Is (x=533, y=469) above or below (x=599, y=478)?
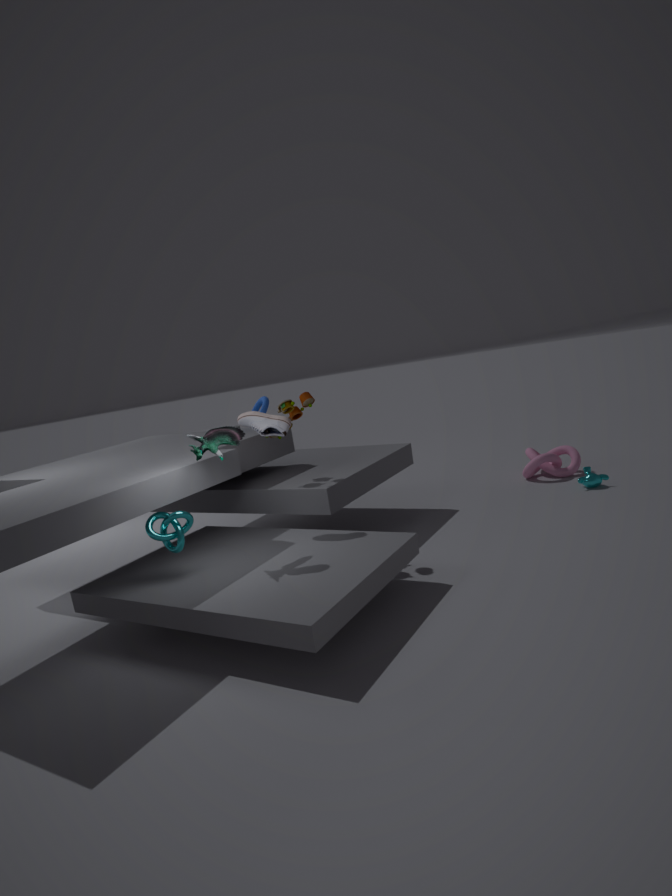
above
